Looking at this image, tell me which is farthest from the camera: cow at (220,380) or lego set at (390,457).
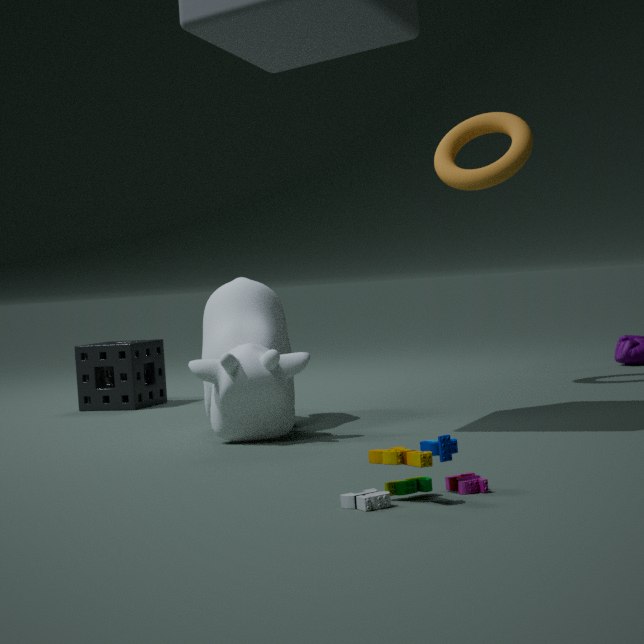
cow at (220,380)
